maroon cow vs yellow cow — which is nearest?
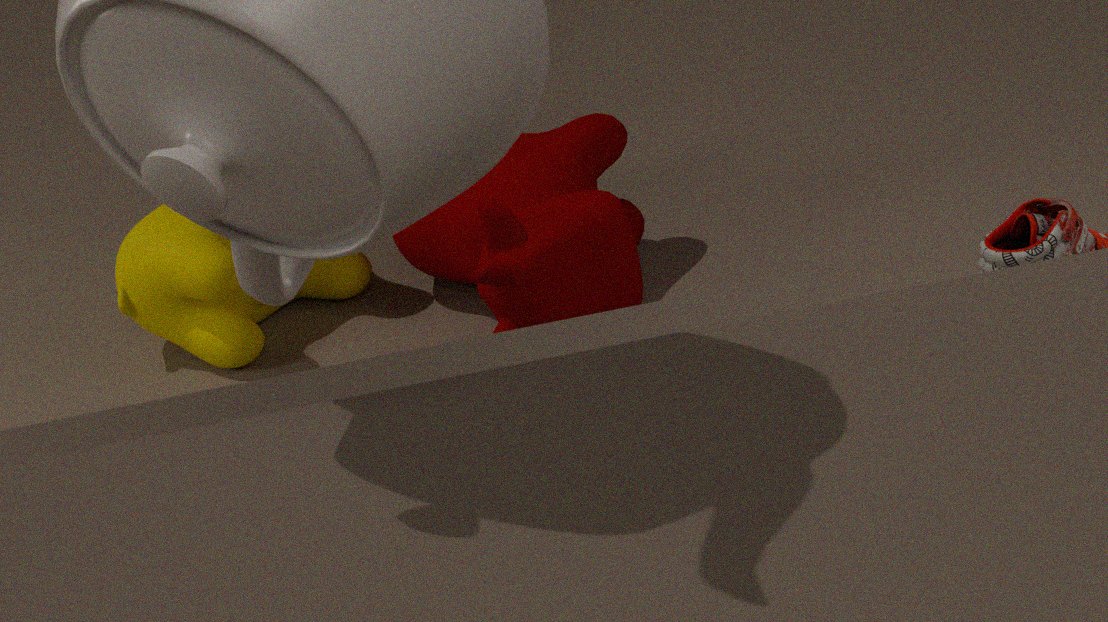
maroon cow
